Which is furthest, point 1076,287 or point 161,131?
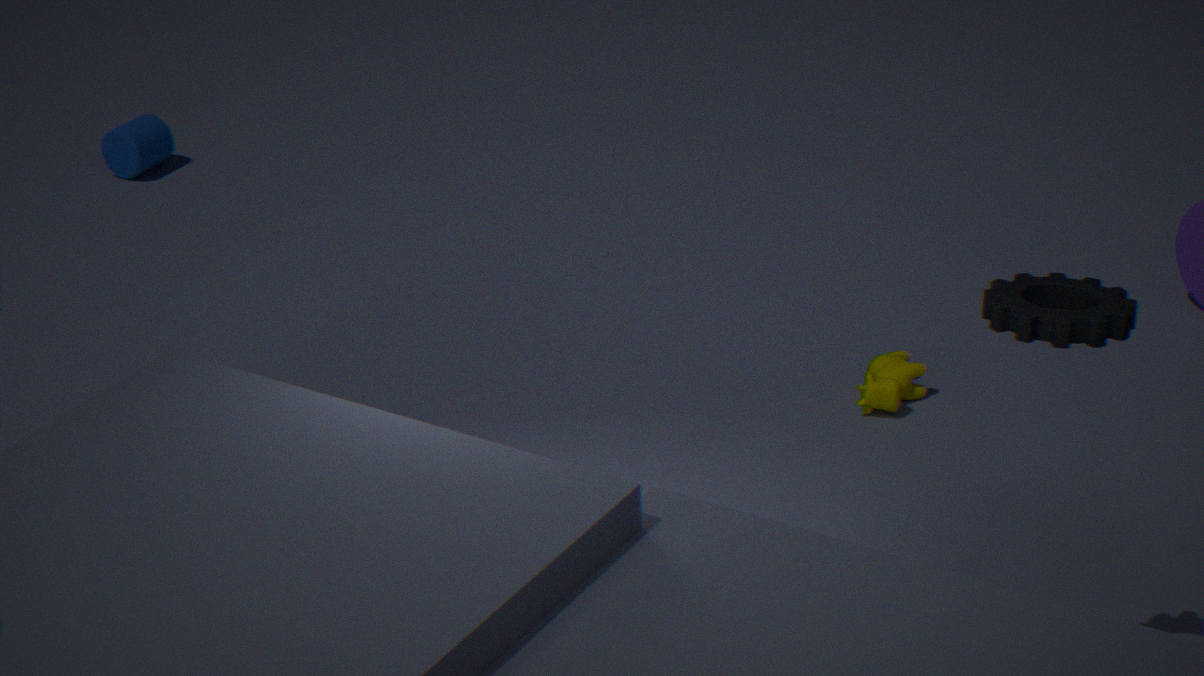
point 161,131
